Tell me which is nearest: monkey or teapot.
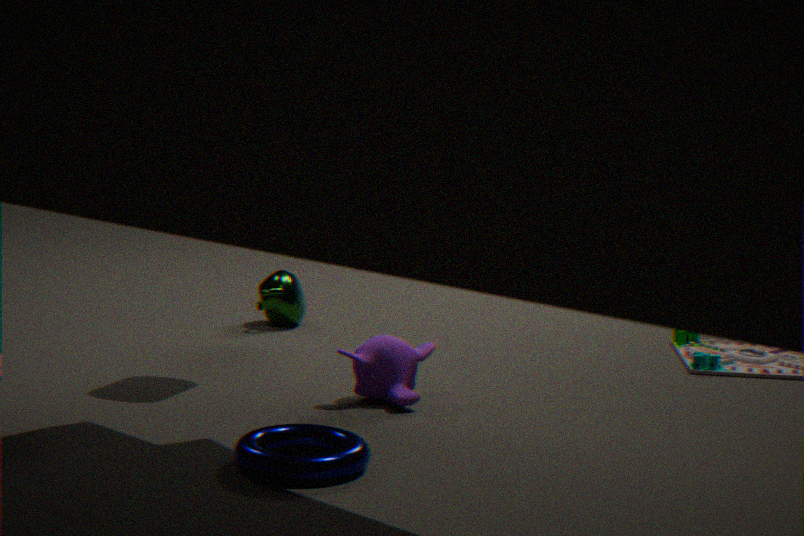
monkey
